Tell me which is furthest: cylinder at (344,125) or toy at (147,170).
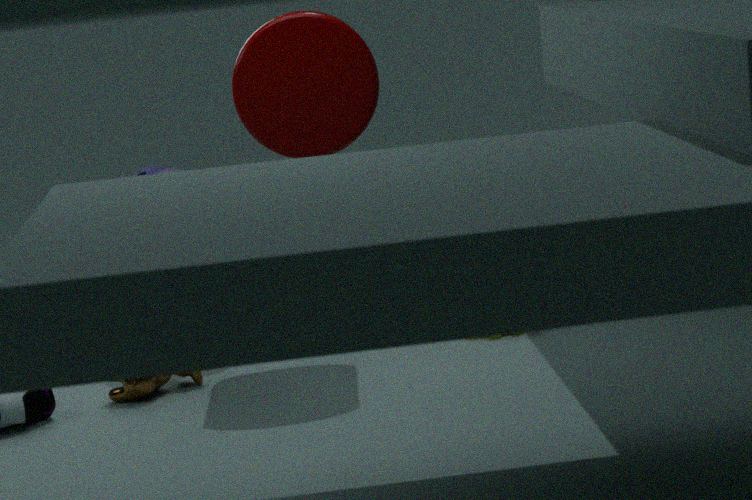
toy at (147,170)
